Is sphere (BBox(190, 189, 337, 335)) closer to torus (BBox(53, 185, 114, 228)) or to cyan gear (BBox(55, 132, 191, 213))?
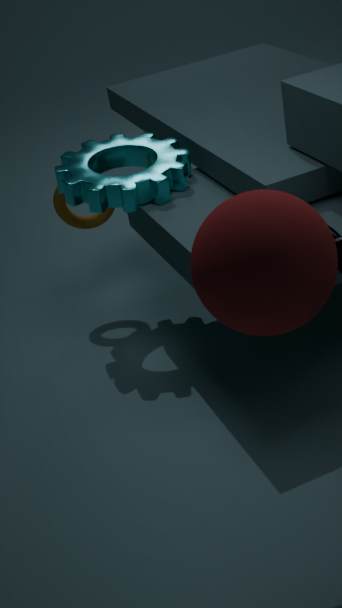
cyan gear (BBox(55, 132, 191, 213))
